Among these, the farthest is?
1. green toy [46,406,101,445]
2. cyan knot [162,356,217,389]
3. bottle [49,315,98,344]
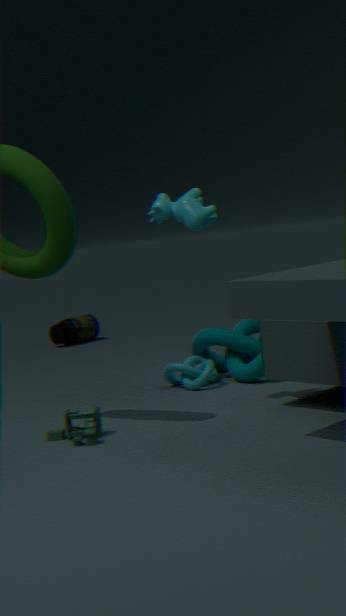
bottle [49,315,98,344]
